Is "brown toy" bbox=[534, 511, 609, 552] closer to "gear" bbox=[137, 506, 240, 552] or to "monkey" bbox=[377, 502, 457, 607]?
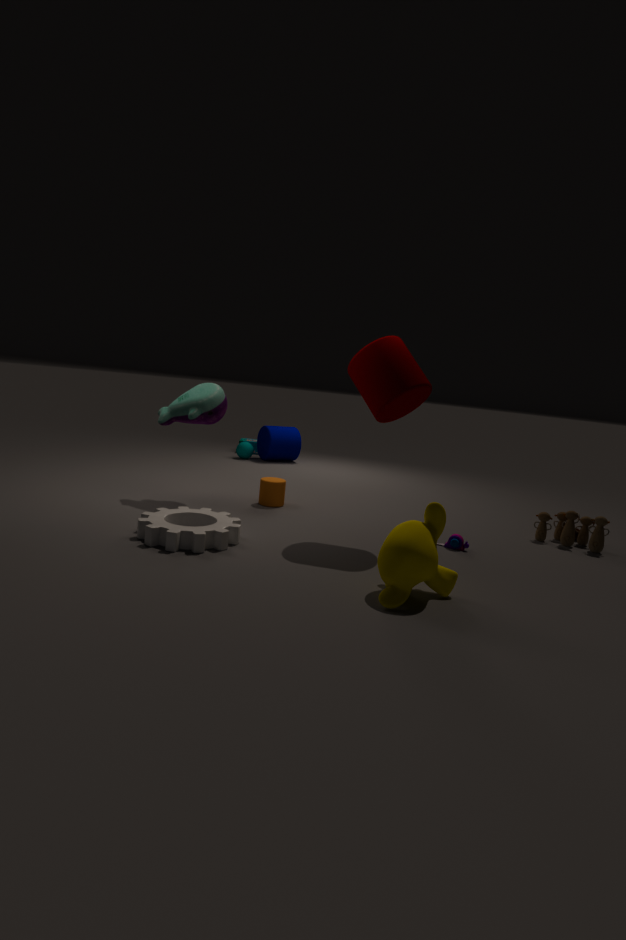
"monkey" bbox=[377, 502, 457, 607]
